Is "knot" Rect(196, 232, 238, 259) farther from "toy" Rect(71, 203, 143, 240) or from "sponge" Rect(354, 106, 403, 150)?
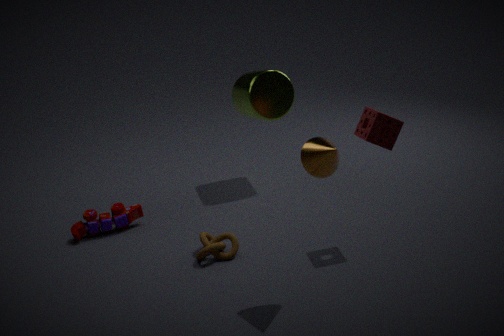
"sponge" Rect(354, 106, 403, 150)
